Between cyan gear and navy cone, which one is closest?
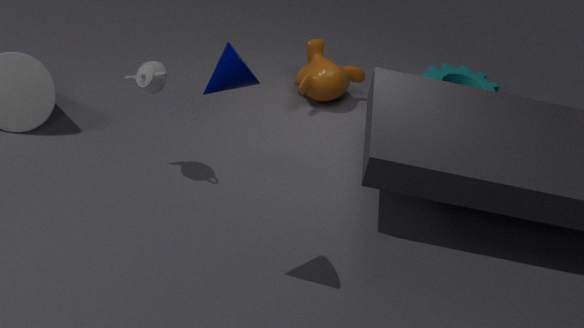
navy cone
